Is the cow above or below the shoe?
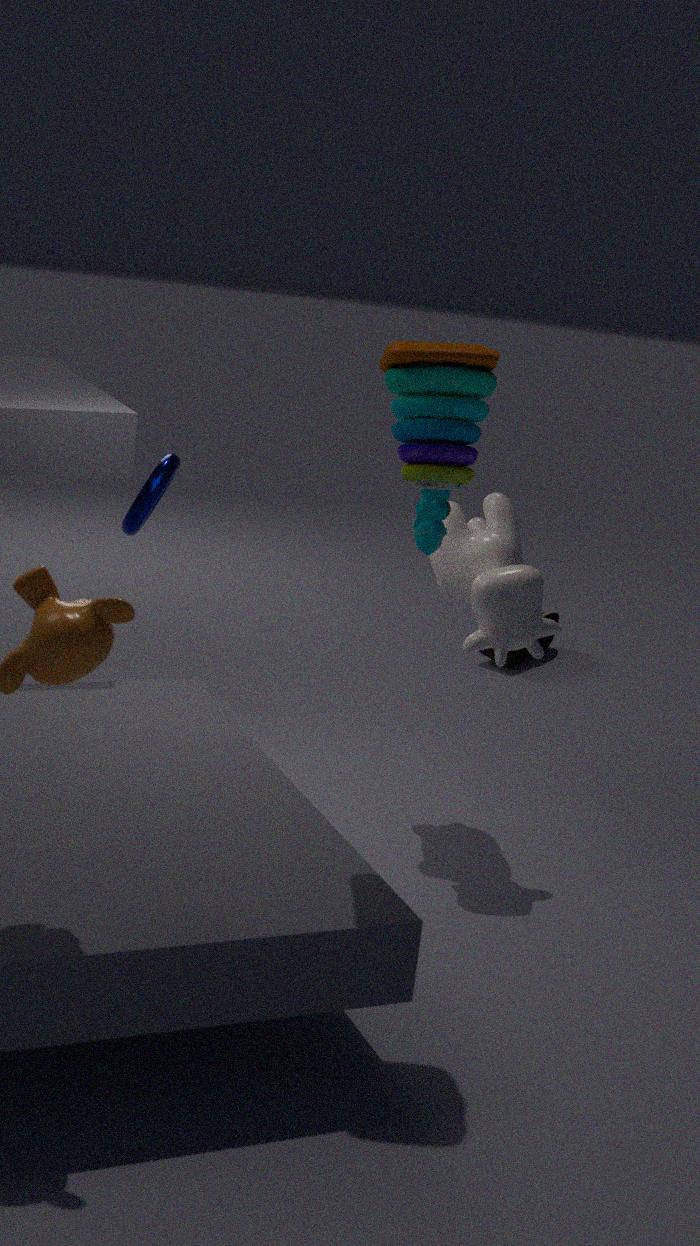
above
